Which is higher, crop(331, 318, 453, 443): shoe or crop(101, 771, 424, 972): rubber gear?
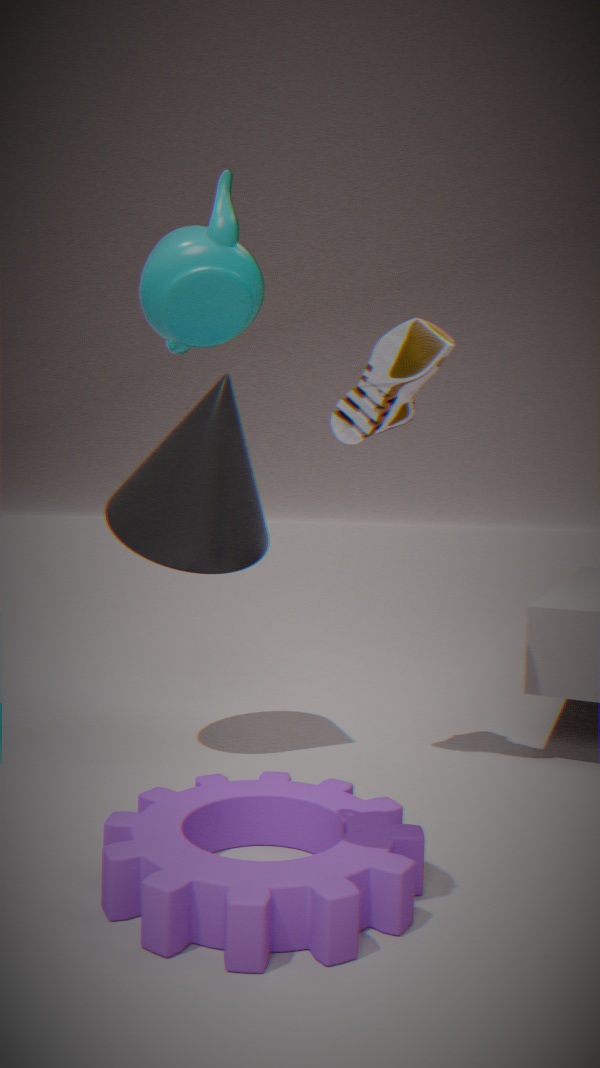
crop(331, 318, 453, 443): shoe
